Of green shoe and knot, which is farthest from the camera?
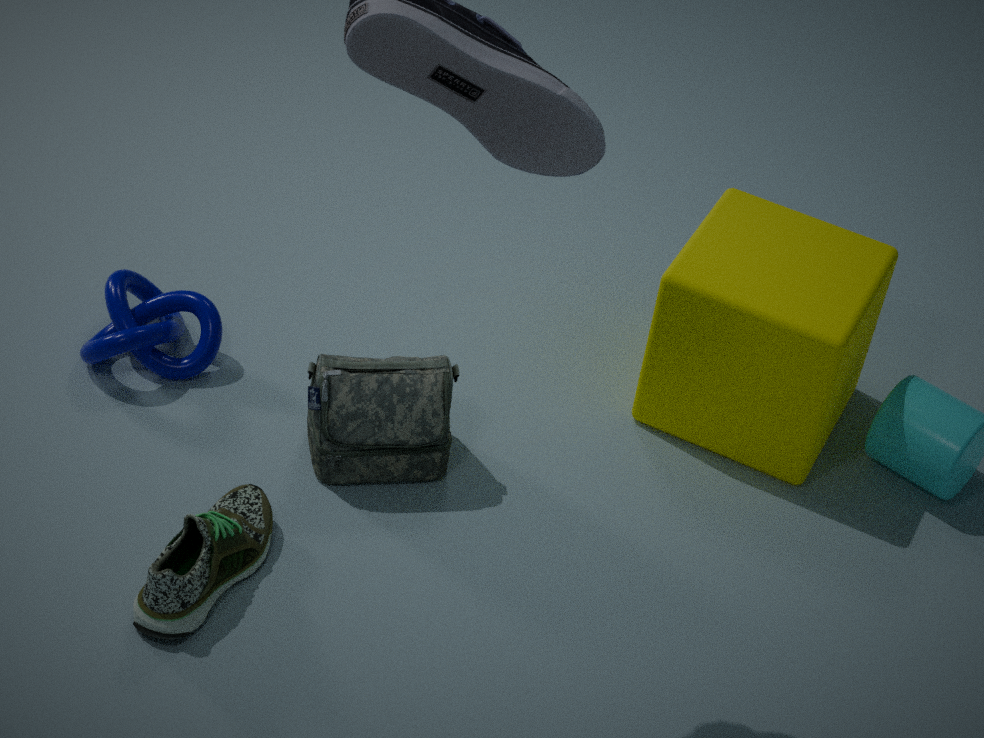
knot
